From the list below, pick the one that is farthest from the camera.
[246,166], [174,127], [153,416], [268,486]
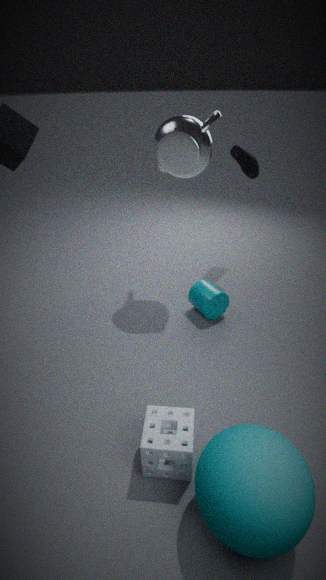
[246,166]
